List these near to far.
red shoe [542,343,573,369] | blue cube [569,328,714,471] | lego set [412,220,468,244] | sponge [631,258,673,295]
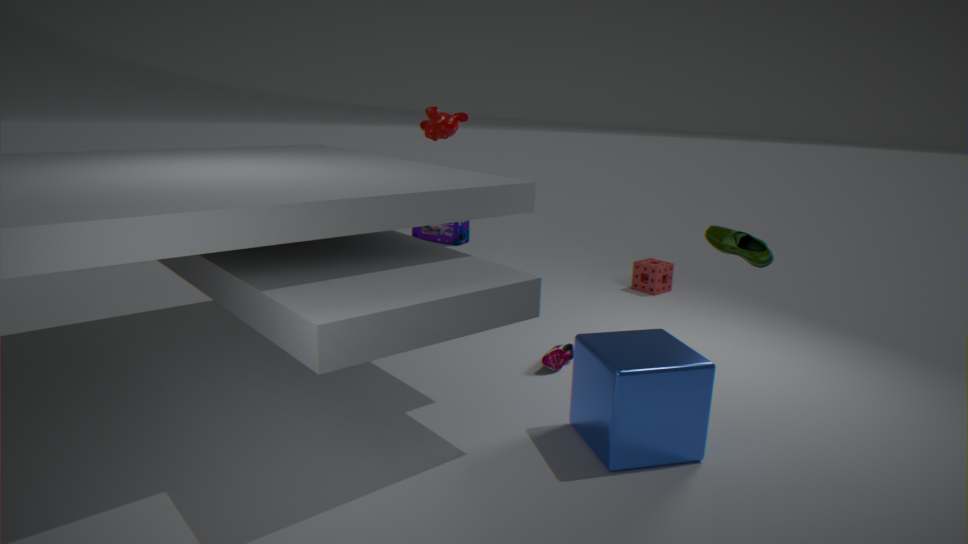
blue cube [569,328,714,471] < red shoe [542,343,573,369] < sponge [631,258,673,295] < lego set [412,220,468,244]
